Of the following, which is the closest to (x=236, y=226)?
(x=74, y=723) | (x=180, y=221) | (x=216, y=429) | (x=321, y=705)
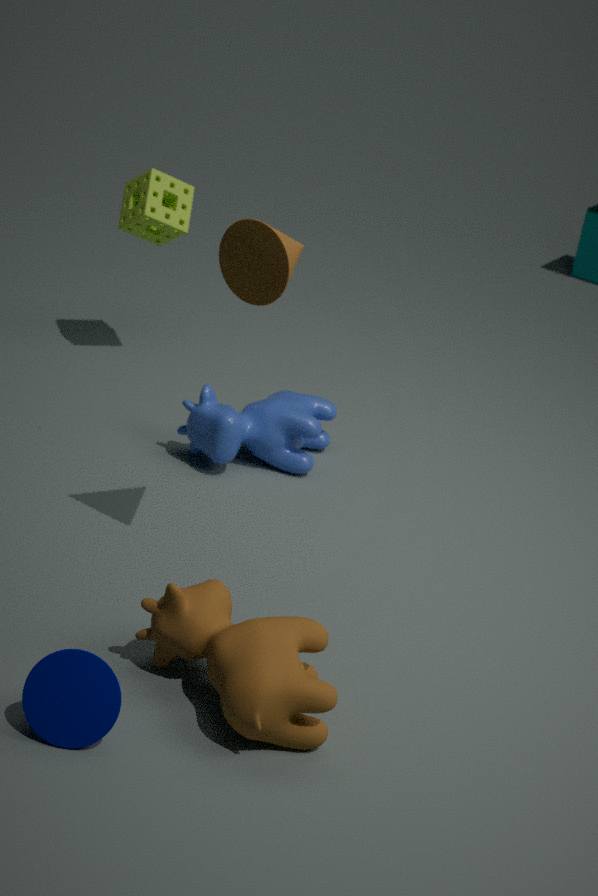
(x=321, y=705)
